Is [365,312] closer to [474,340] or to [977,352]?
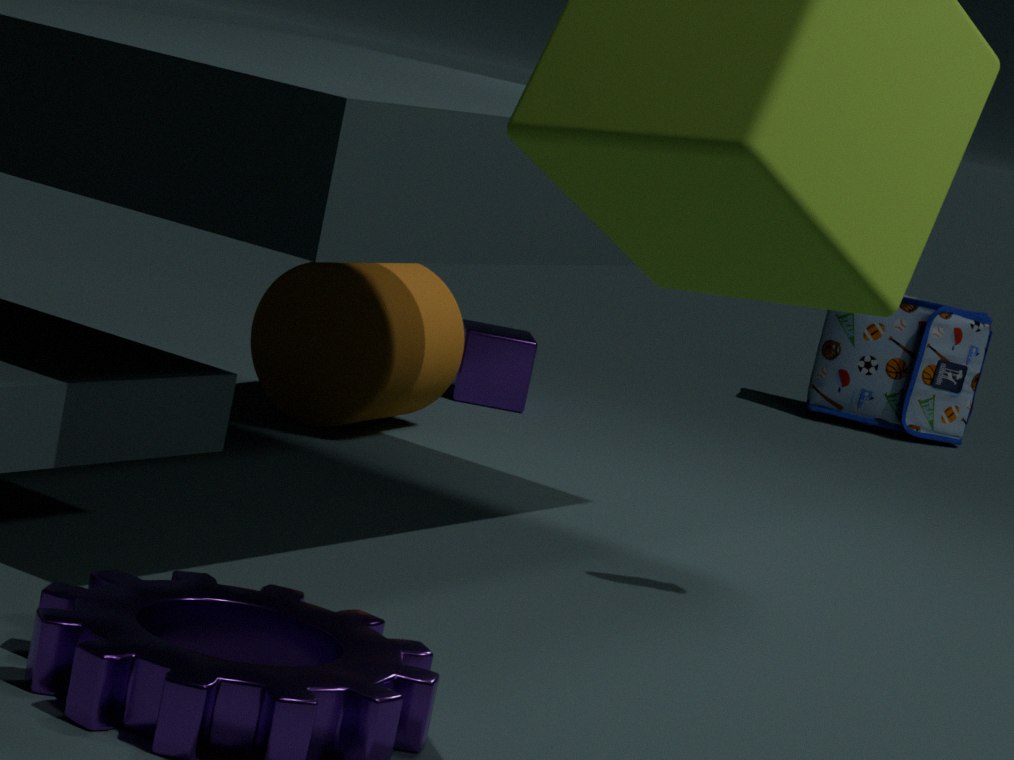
[474,340]
